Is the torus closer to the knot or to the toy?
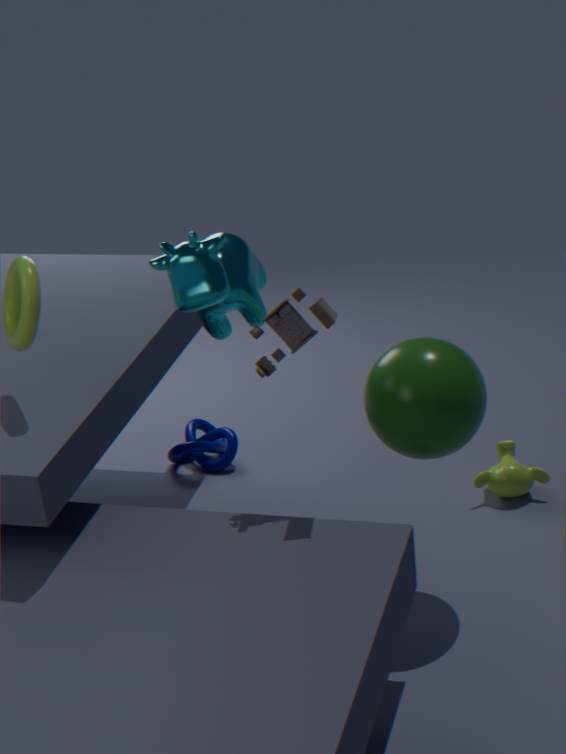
the toy
